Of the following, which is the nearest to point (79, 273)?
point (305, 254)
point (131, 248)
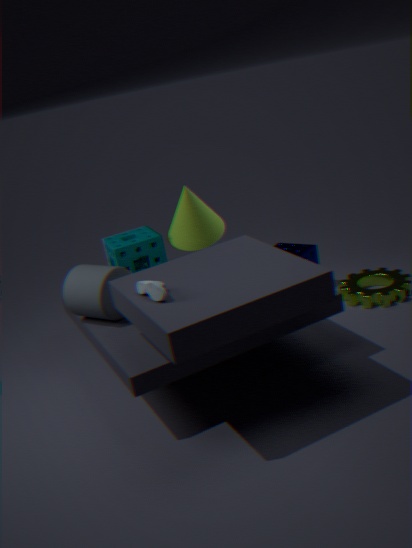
point (131, 248)
